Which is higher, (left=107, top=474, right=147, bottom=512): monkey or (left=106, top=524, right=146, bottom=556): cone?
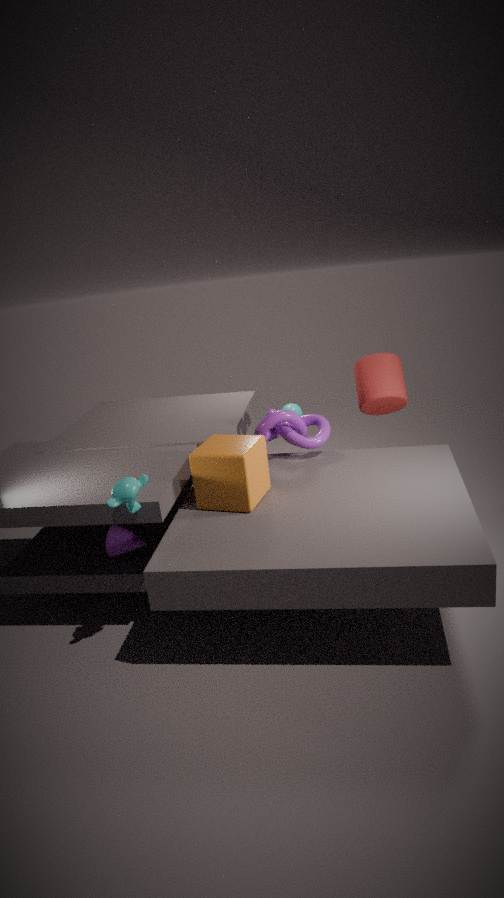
(left=107, top=474, right=147, bottom=512): monkey
